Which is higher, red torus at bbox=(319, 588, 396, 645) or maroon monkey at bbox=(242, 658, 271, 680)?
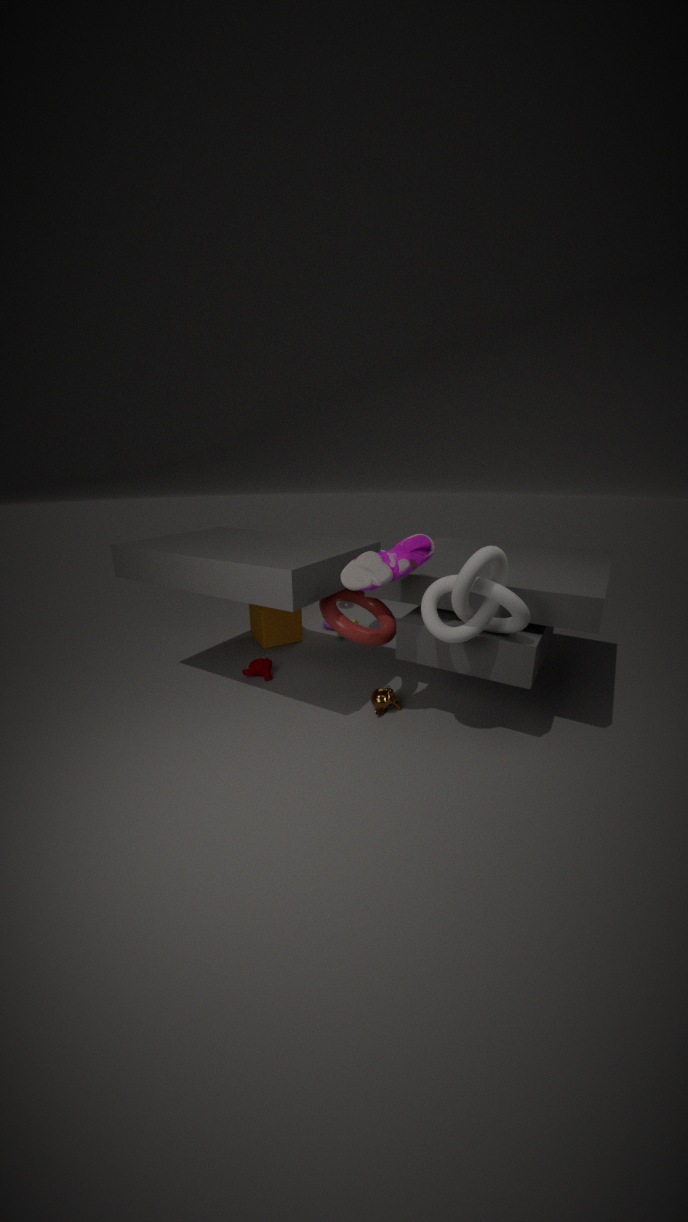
red torus at bbox=(319, 588, 396, 645)
